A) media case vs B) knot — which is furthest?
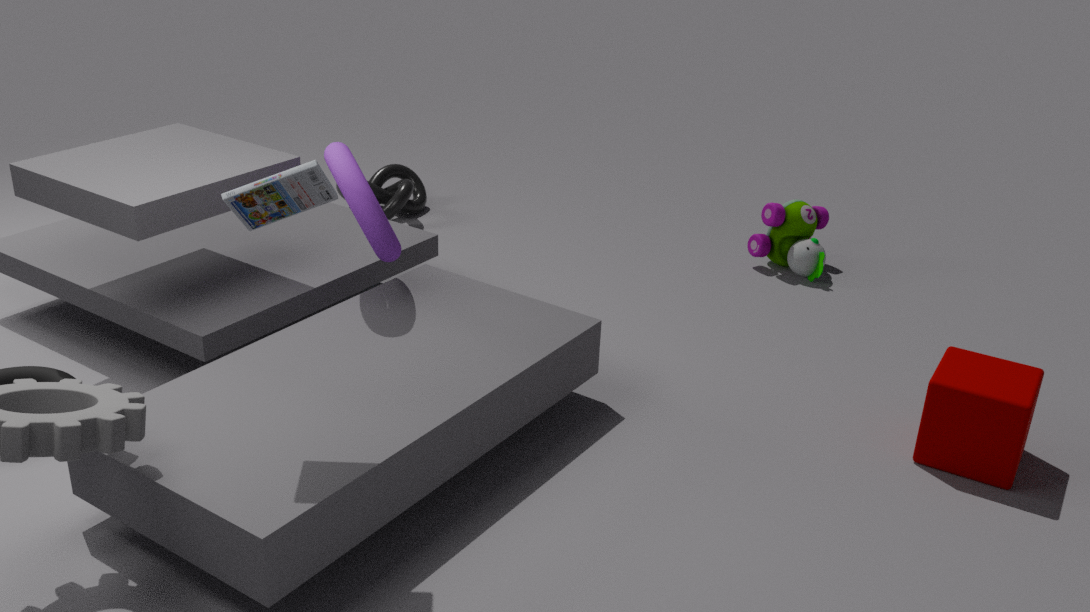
B. knot
